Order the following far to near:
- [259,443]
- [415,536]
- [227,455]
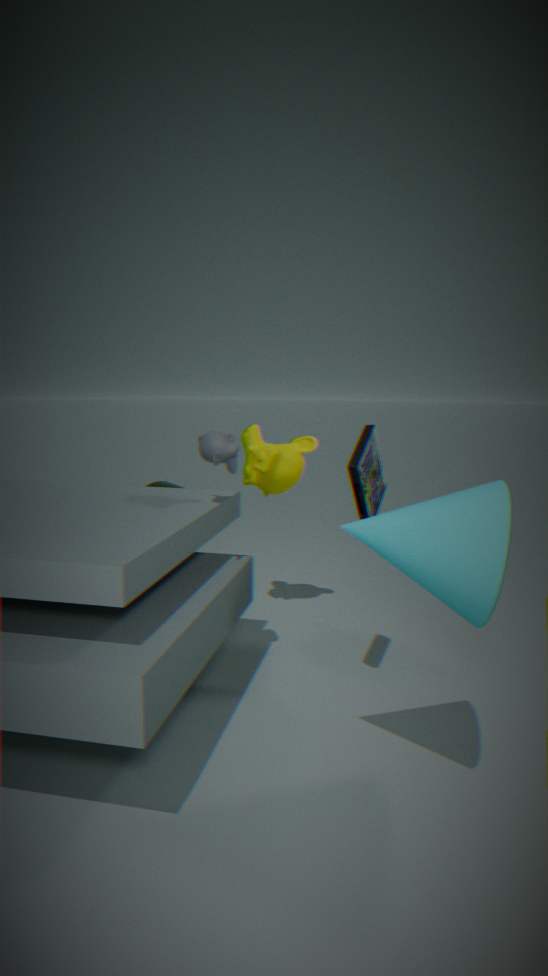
[259,443] → [227,455] → [415,536]
